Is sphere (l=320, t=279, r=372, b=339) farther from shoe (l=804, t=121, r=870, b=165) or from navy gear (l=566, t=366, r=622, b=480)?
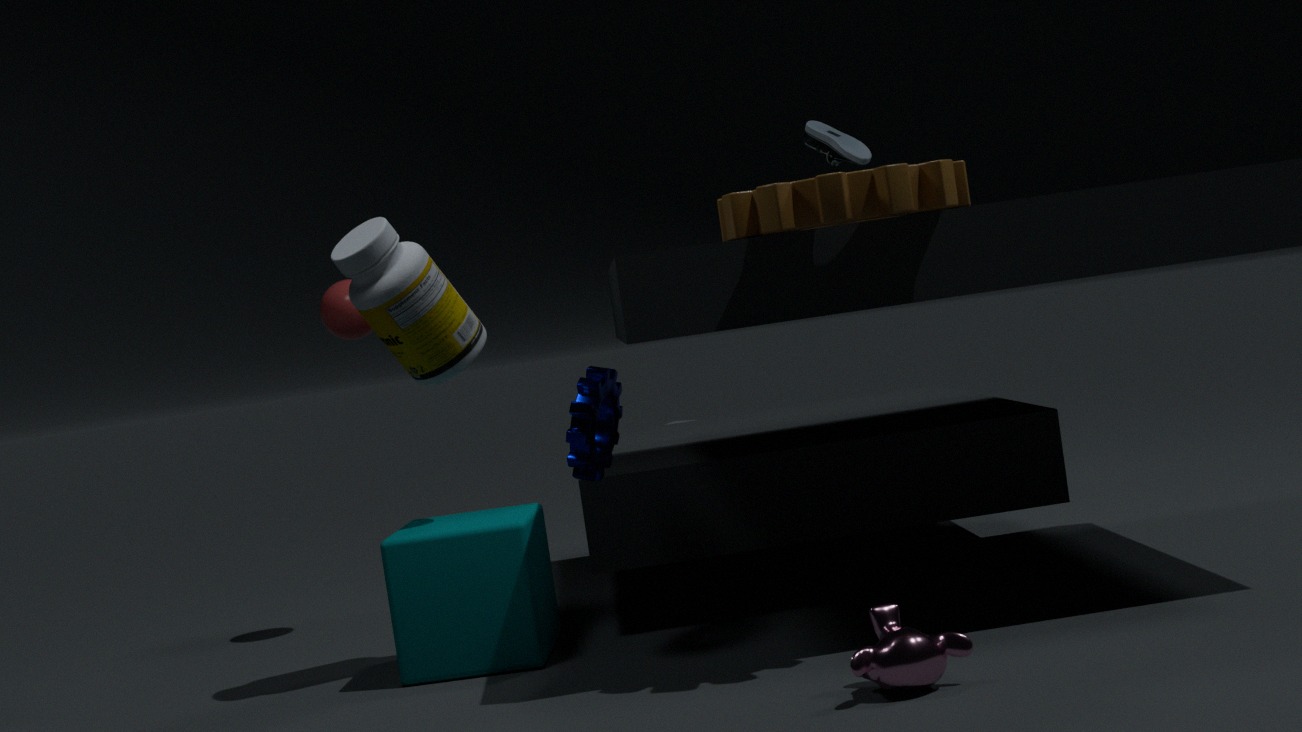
shoe (l=804, t=121, r=870, b=165)
